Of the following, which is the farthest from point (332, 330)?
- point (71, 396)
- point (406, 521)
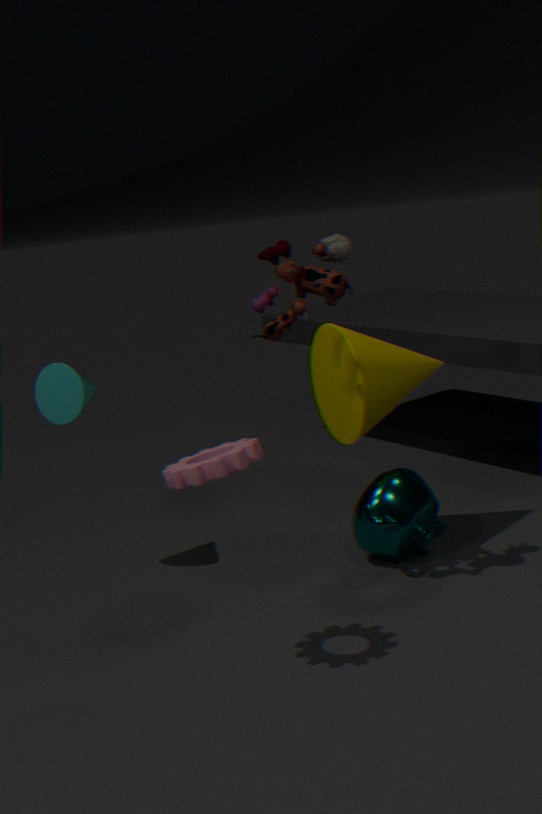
point (71, 396)
